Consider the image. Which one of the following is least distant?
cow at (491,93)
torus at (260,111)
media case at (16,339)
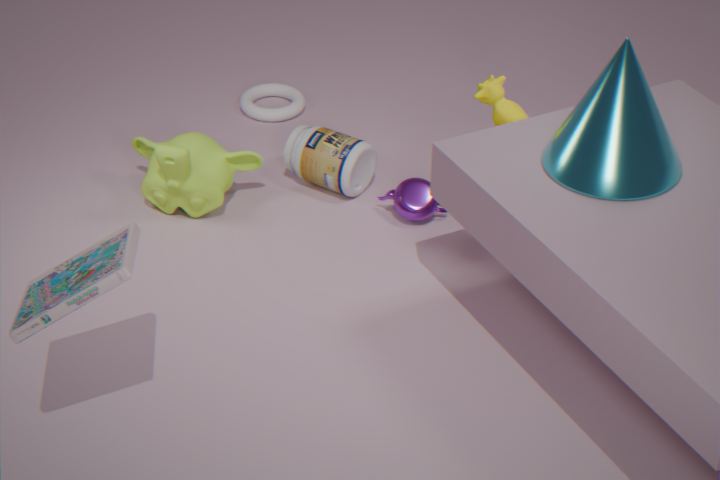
media case at (16,339)
